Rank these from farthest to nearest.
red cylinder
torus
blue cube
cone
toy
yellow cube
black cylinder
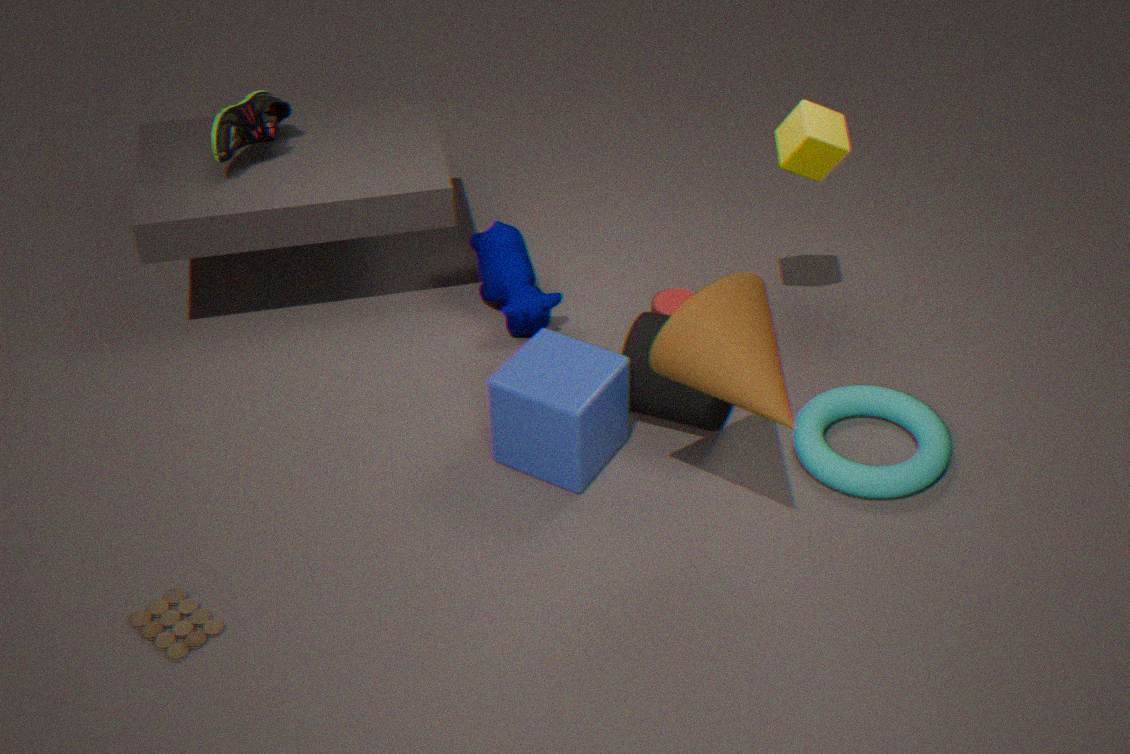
red cylinder
yellow cube
black cylinder
torus
blue cube
toy
cone
